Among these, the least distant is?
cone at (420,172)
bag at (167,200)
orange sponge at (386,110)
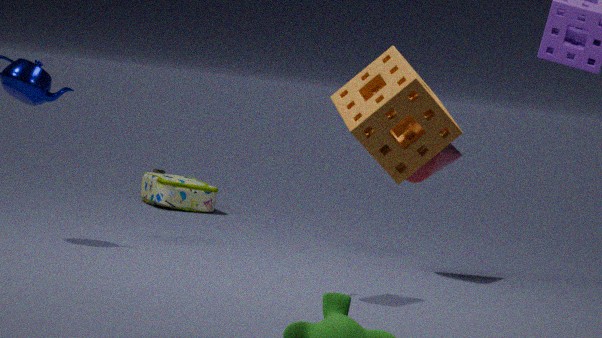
orange sponge at (386,110)
